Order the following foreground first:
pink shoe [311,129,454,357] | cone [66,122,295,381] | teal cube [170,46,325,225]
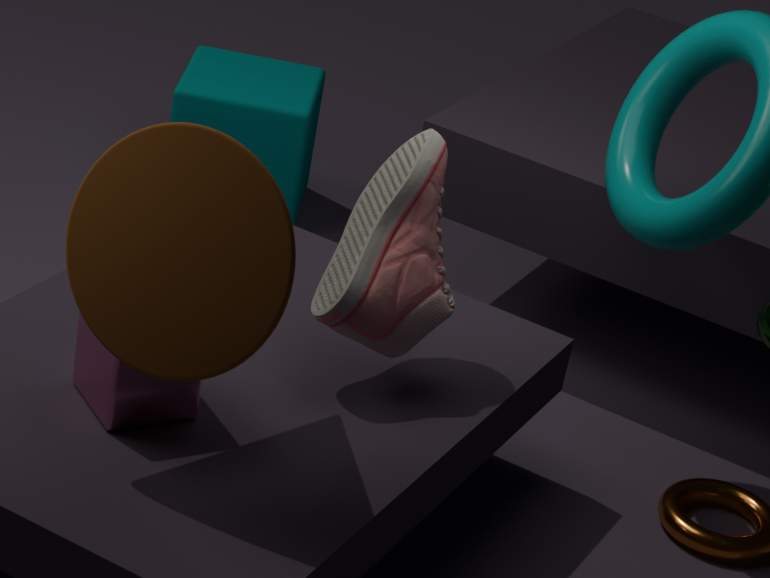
cone [66,122,295,381]
pink shoe [311,129,454,357]
teal cube [170,46,325,225]
